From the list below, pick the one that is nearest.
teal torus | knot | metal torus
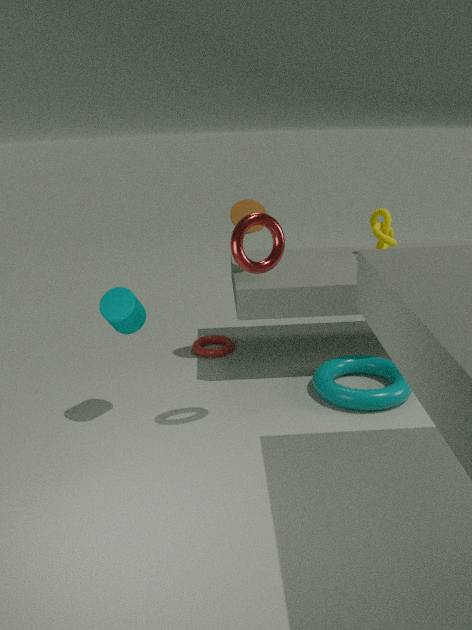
metal torus
